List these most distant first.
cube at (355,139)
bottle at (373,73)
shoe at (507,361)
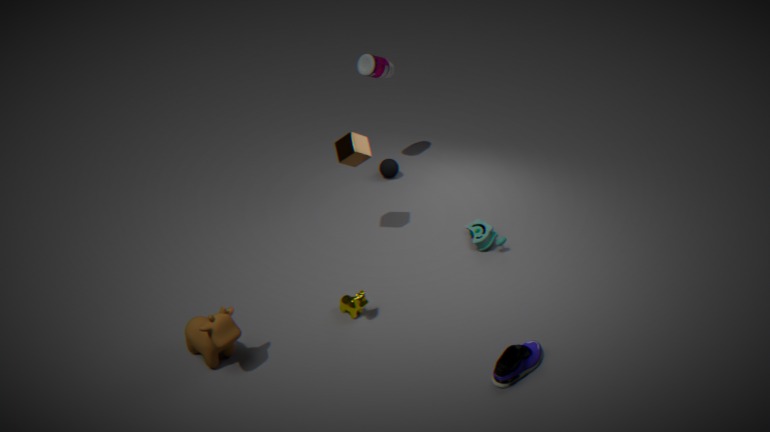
1. bottle at (373,73)
2. cube at (355,139)
3. shoe at (507,361)
